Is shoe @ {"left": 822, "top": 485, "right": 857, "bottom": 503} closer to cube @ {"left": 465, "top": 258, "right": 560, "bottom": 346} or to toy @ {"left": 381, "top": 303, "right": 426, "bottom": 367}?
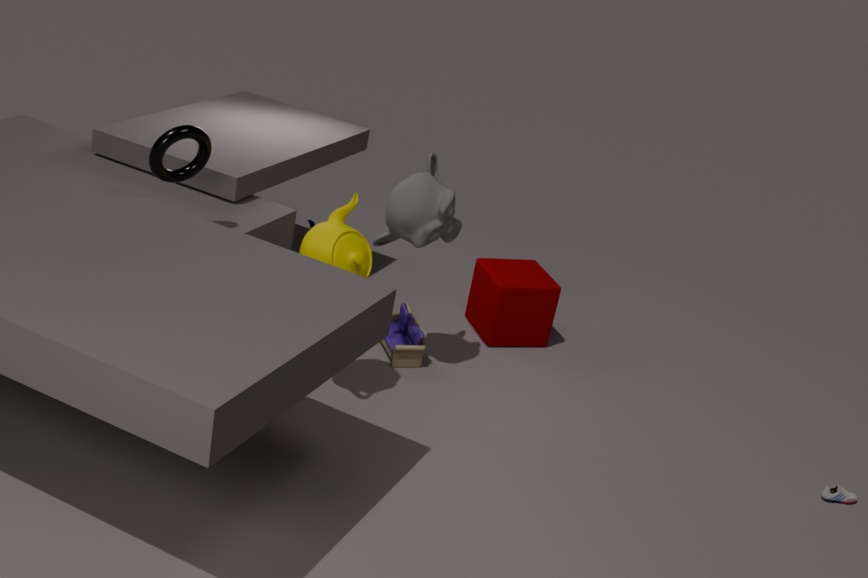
cube @ {"left": 465, "top": 258, "right": 560, "bottom": 346}
